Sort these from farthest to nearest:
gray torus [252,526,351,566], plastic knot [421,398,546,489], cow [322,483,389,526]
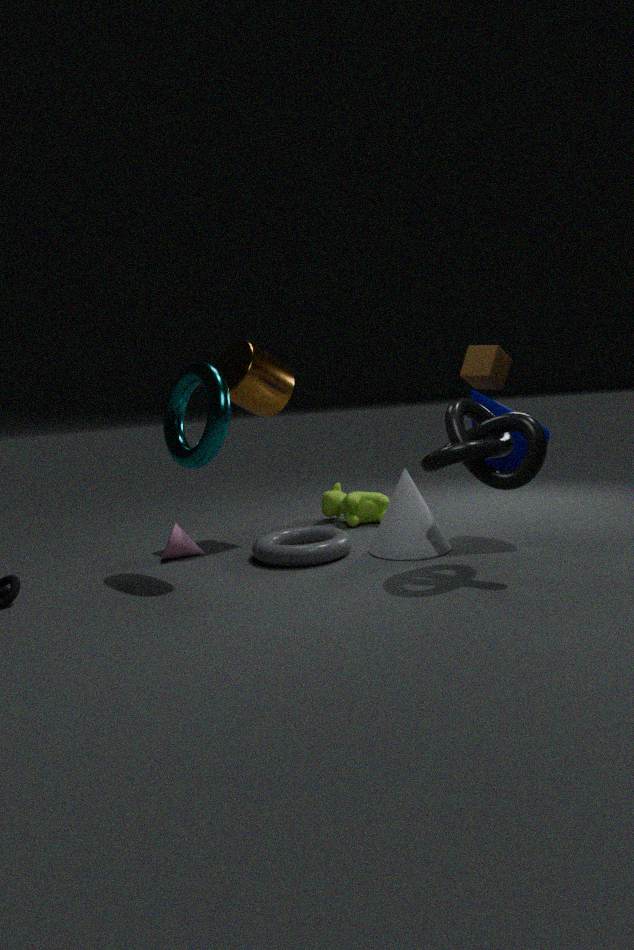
cow [322,483,389,526] < gray torus [252,526,351,566] < plastic knot [421,398,546,489]
